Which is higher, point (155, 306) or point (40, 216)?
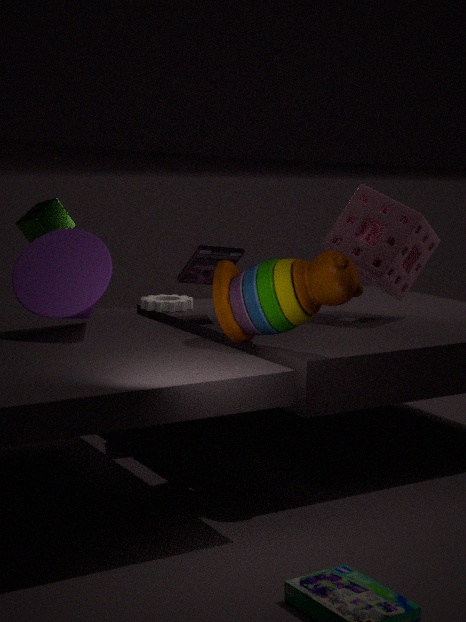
point (40, 216)
